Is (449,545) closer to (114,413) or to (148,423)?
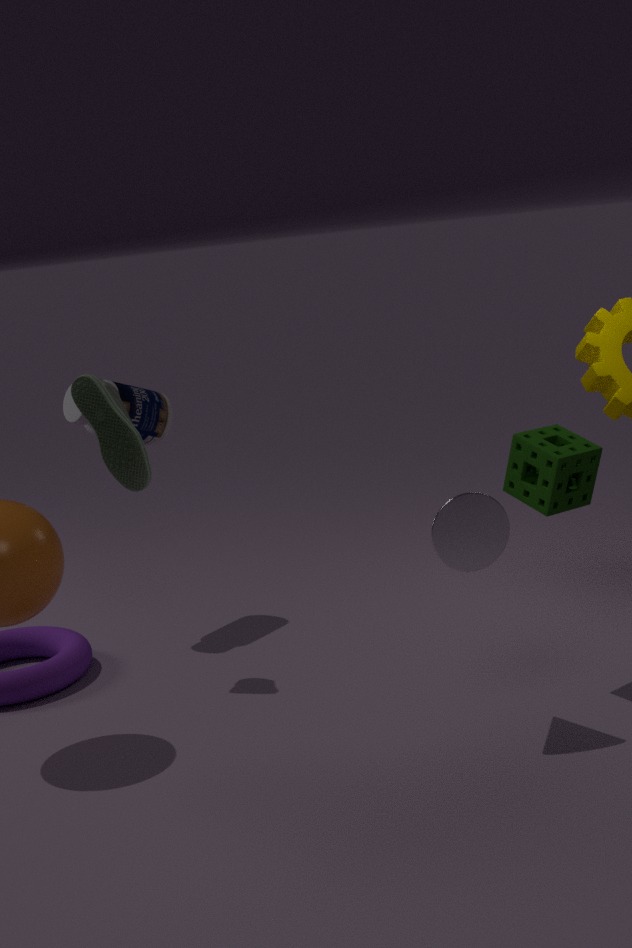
(114,413)
